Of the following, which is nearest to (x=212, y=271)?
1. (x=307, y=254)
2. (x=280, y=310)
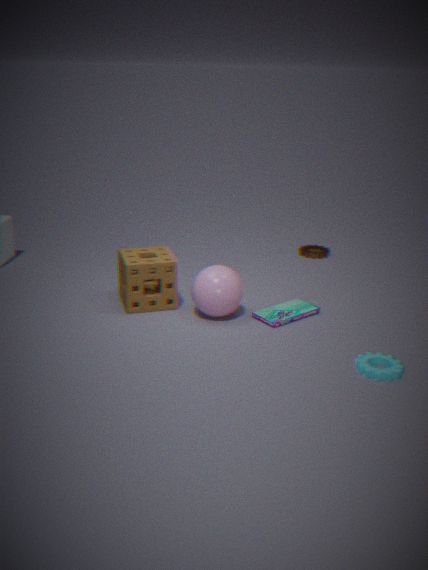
(x=280, y=310)
